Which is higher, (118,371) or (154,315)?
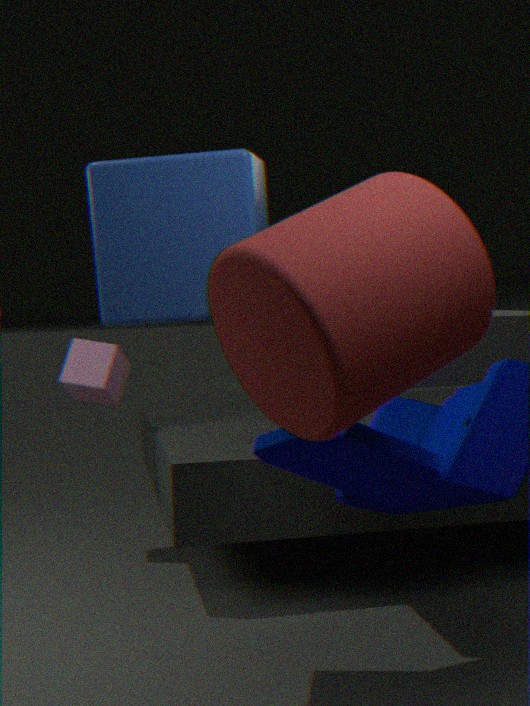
(154,315)
